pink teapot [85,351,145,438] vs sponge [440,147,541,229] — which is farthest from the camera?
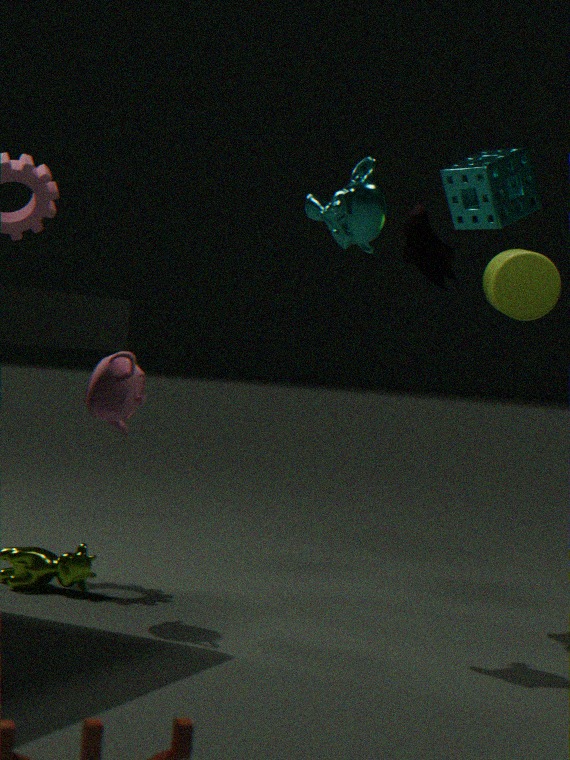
sponge [440,147,541,229]
